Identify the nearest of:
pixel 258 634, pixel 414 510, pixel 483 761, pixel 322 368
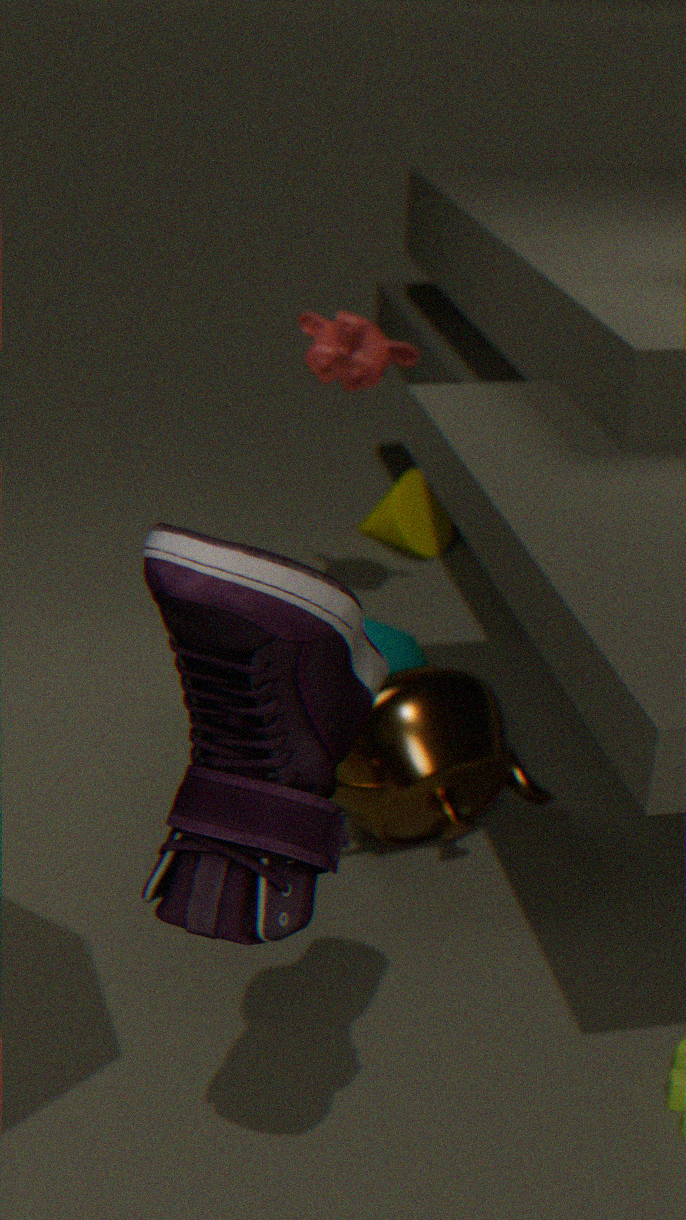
pixel 258 634
